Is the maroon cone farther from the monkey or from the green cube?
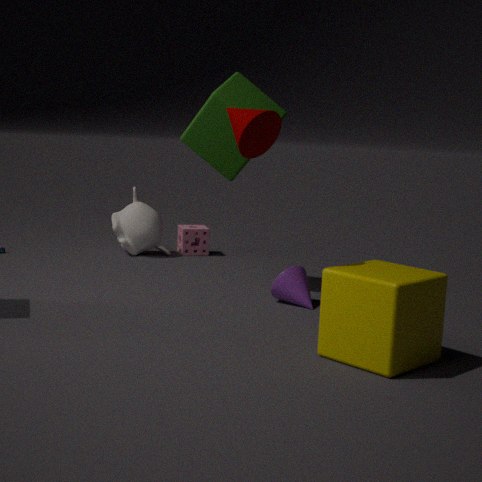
the monkey
